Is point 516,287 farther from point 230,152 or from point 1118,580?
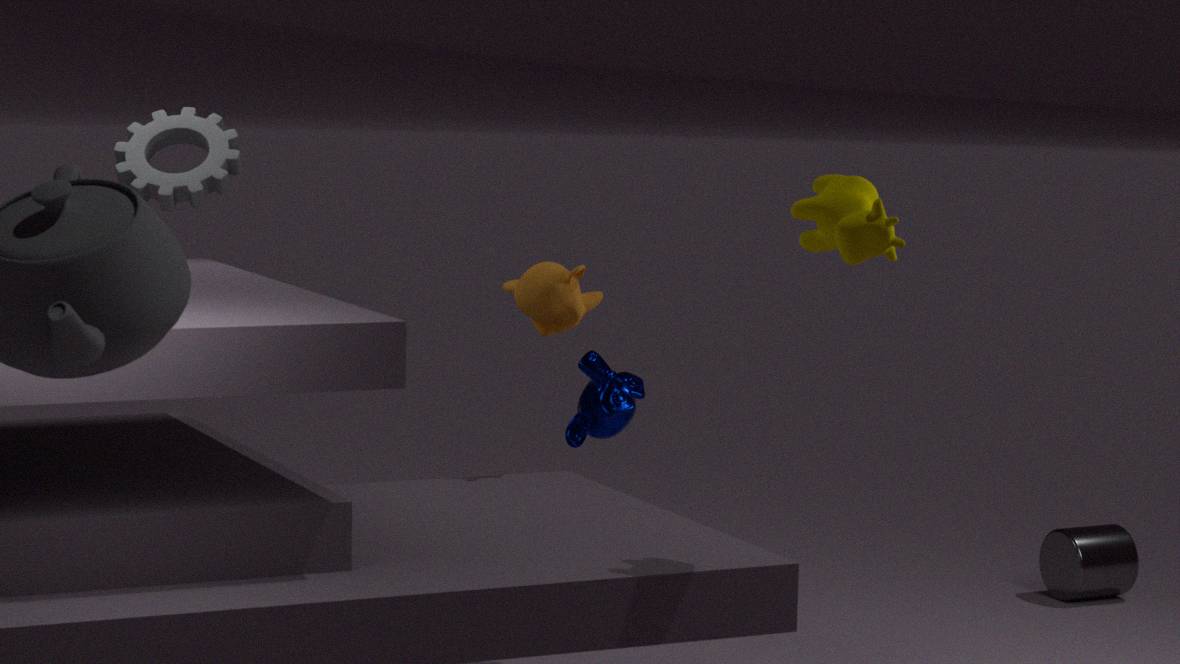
point 1118,580
